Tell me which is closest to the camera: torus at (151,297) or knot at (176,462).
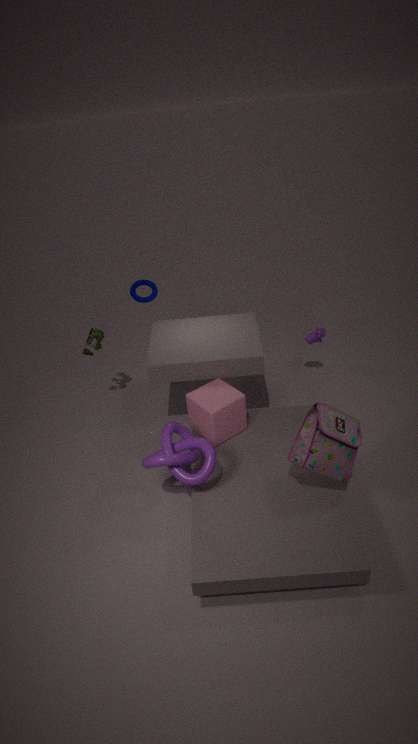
knot at (176,462)
